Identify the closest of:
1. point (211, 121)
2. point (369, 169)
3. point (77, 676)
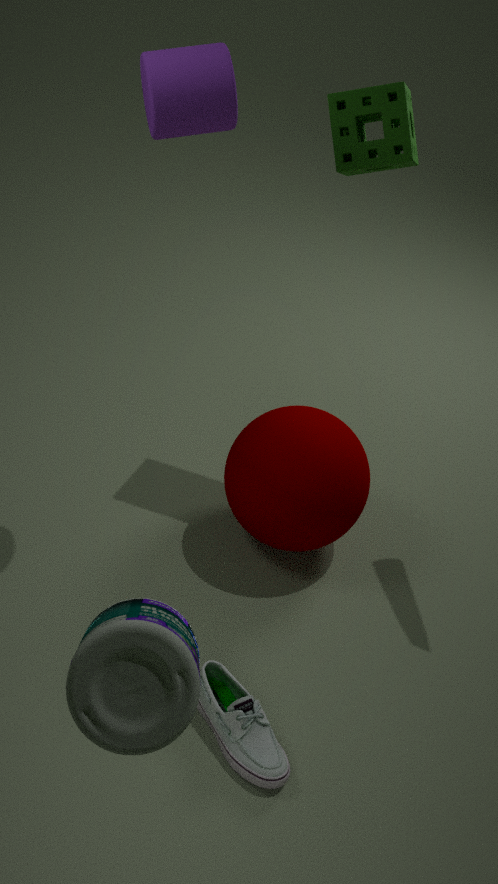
point (77, 676)
